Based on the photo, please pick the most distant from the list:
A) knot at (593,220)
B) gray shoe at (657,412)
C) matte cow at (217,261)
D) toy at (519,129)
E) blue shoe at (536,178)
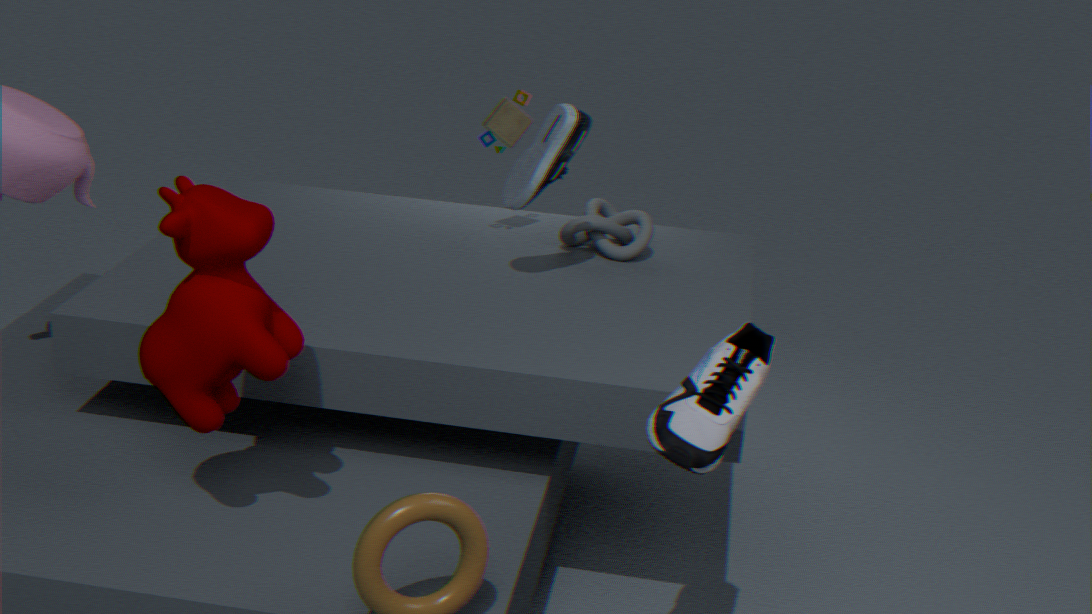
knot at (593,220)
